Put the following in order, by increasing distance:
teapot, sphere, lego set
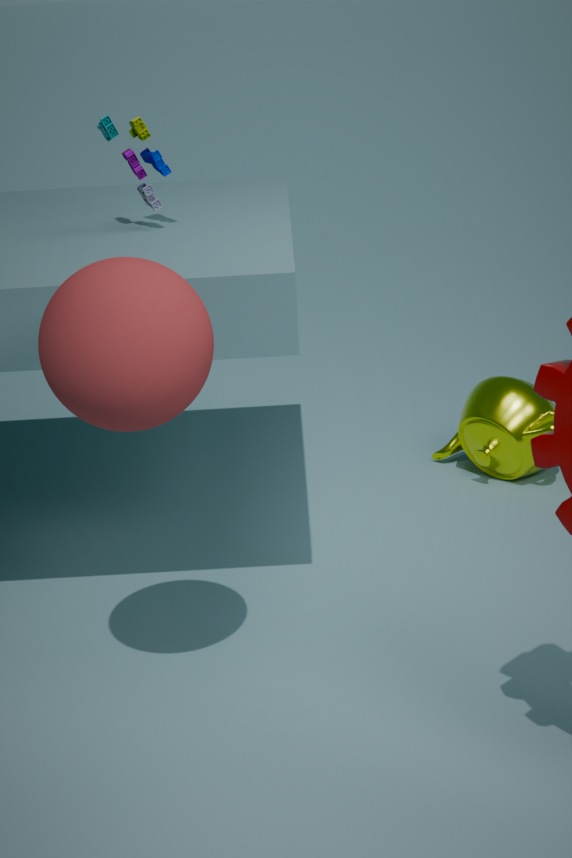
sphere → lego set → teapot
